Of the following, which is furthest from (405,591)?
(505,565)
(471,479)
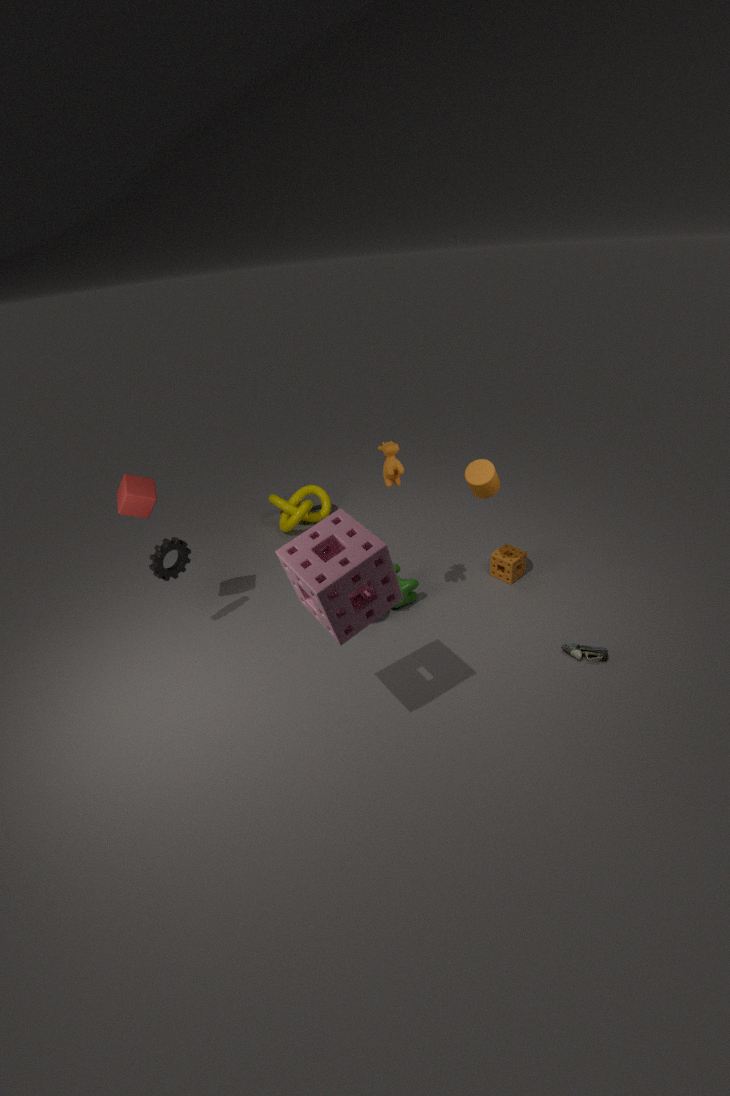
(471,479)
